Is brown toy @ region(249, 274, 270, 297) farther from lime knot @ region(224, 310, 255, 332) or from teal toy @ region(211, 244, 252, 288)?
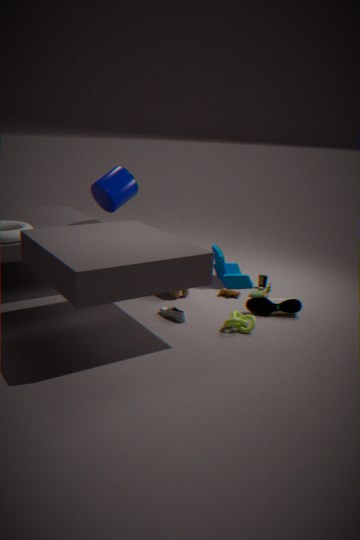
lime knot @ region(224, 310, 255, 332)
